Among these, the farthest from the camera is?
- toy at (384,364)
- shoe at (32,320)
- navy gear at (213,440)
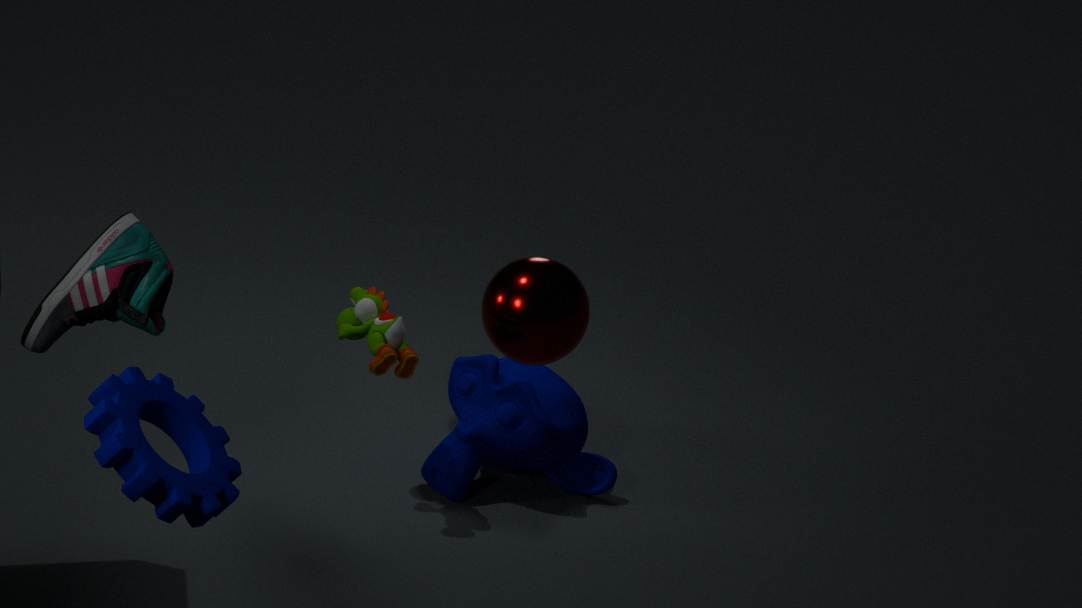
toy at (384,364)
